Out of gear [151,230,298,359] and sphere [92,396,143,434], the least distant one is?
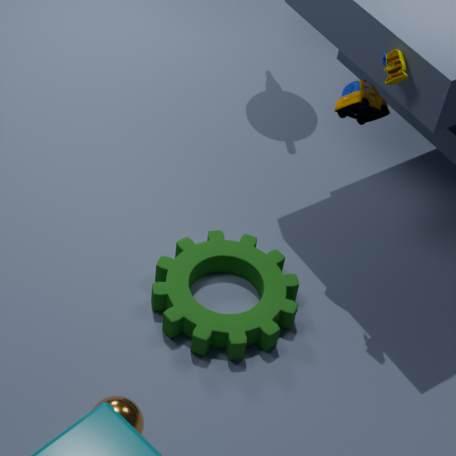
sphere [92,396,143,434]
